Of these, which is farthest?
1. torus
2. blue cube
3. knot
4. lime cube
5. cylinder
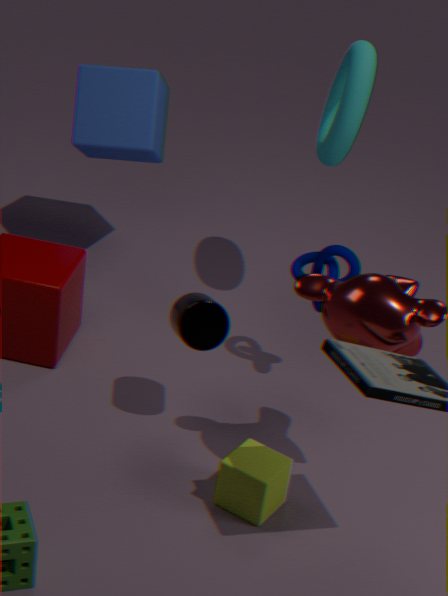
blue cube
